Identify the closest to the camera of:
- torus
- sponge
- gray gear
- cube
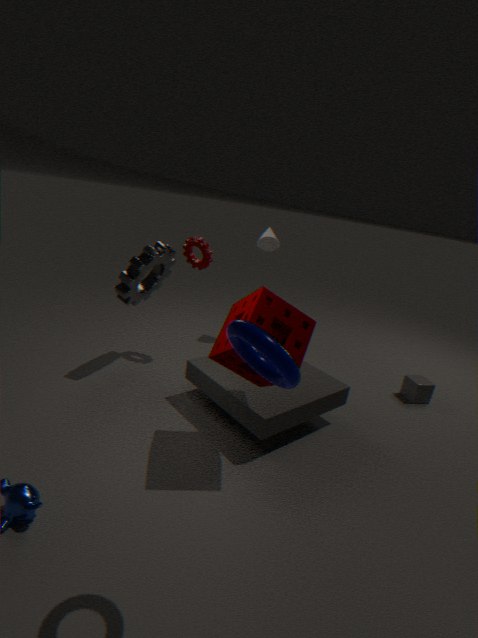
torus
